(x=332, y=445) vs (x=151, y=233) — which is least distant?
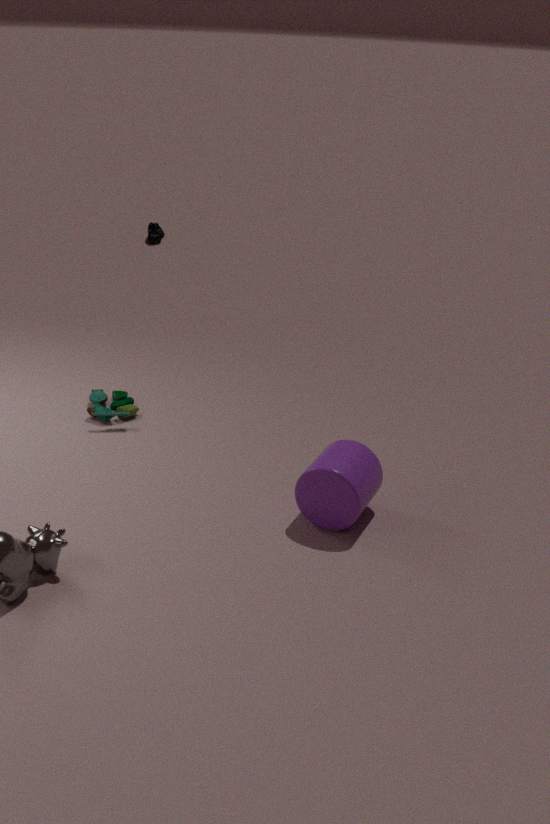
(x=332, y=445)
